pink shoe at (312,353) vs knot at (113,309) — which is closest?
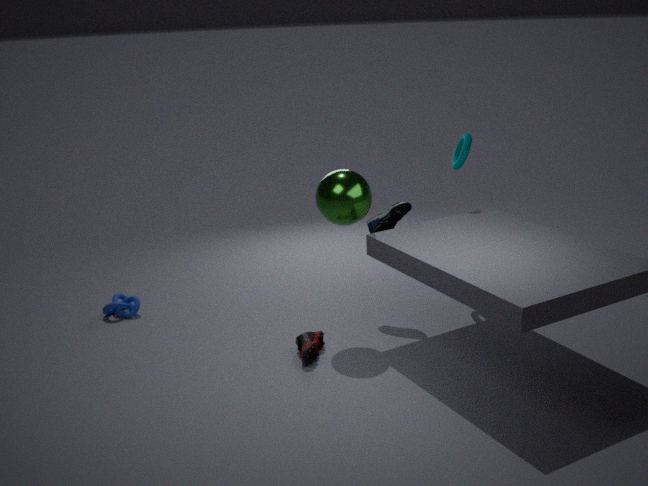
pink shoe at (312,353)
